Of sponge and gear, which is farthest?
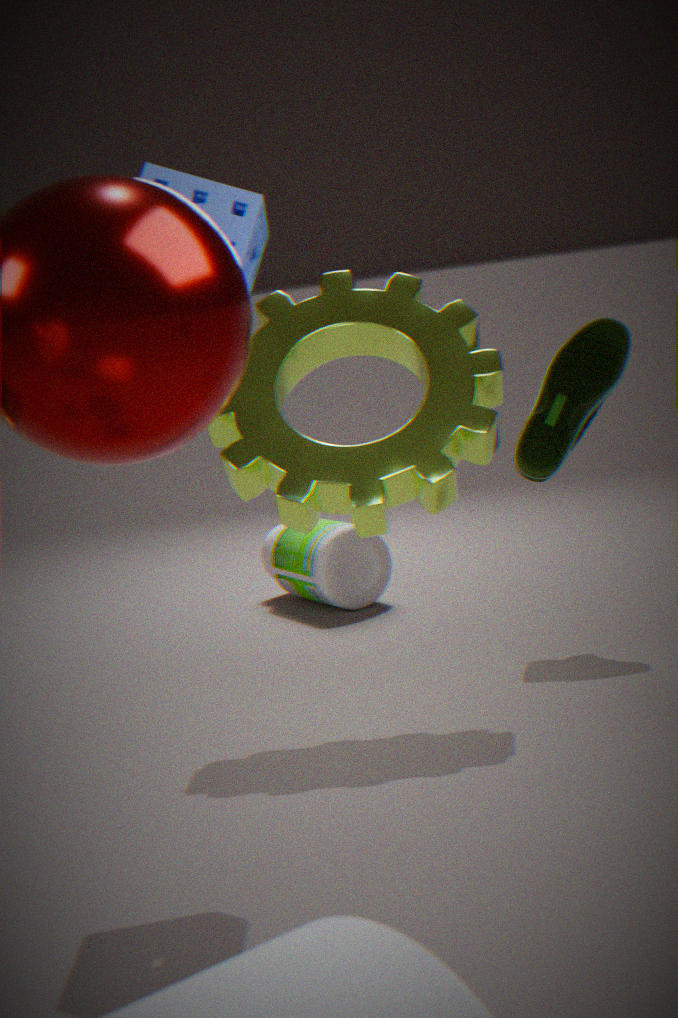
gear
